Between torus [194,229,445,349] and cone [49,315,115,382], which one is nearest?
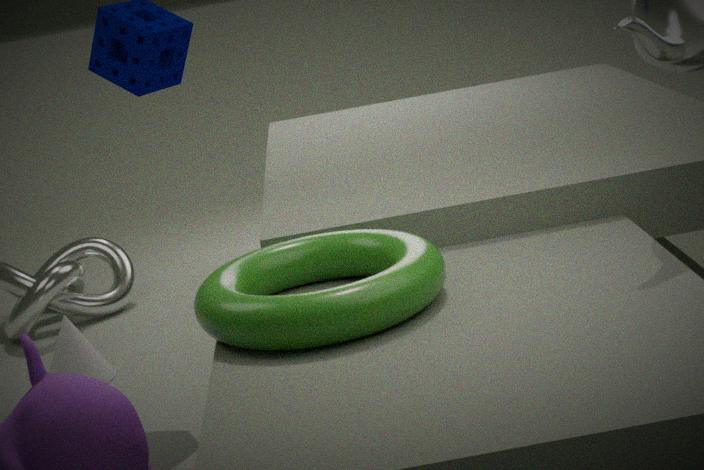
torus [194,229,445,349]
